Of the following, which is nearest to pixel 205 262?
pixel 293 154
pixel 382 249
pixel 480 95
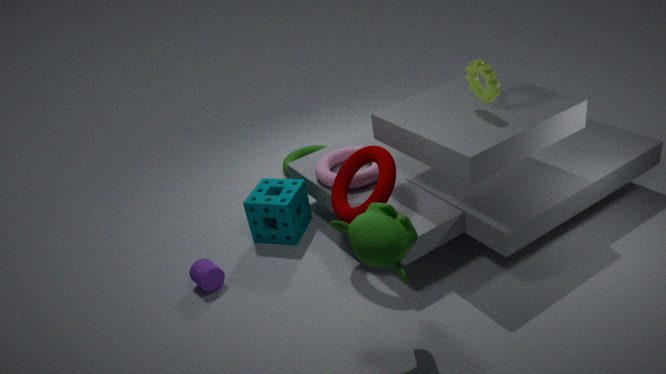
pixel 382 249
